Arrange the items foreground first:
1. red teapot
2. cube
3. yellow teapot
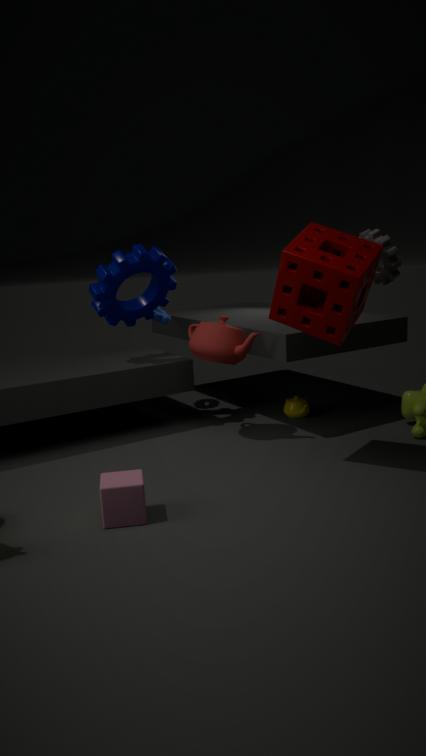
cube
red teapot
yellow teapot
